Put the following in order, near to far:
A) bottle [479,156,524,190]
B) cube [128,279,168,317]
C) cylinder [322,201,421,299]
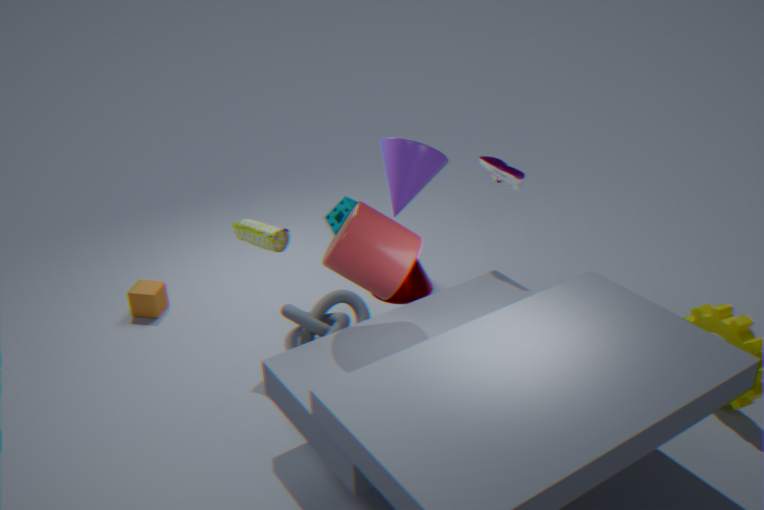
cylinder [322,201,421,299]
bottle [479,156,524,190]
cube [128,279,168,317]
